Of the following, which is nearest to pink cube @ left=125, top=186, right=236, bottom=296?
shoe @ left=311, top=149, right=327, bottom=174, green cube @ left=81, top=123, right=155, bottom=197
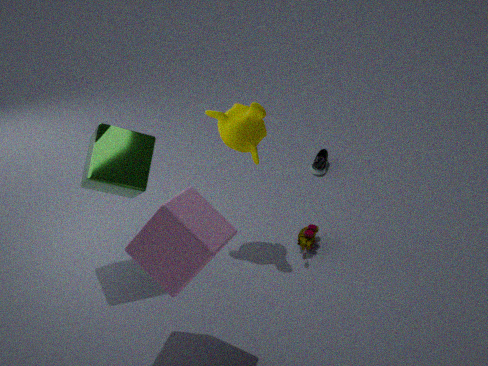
green cube @ left=81, top=123, right=155, bottom=197
